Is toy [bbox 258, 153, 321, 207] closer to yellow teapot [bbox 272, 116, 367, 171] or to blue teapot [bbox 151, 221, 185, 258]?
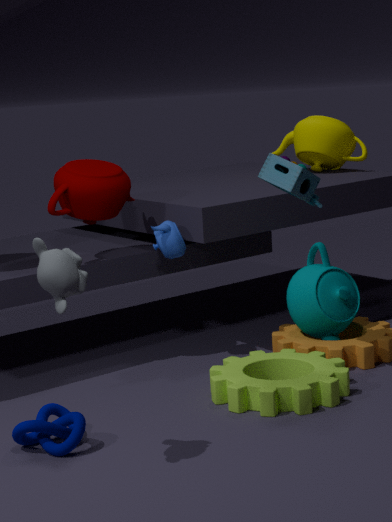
blue teapot [bbox 151, 221, 185, 258]
